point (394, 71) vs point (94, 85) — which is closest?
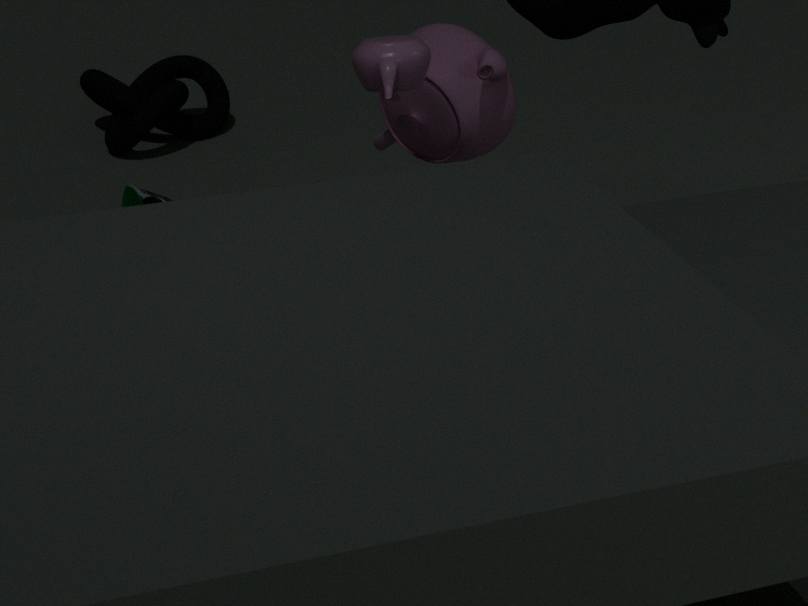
point (394, 71)
